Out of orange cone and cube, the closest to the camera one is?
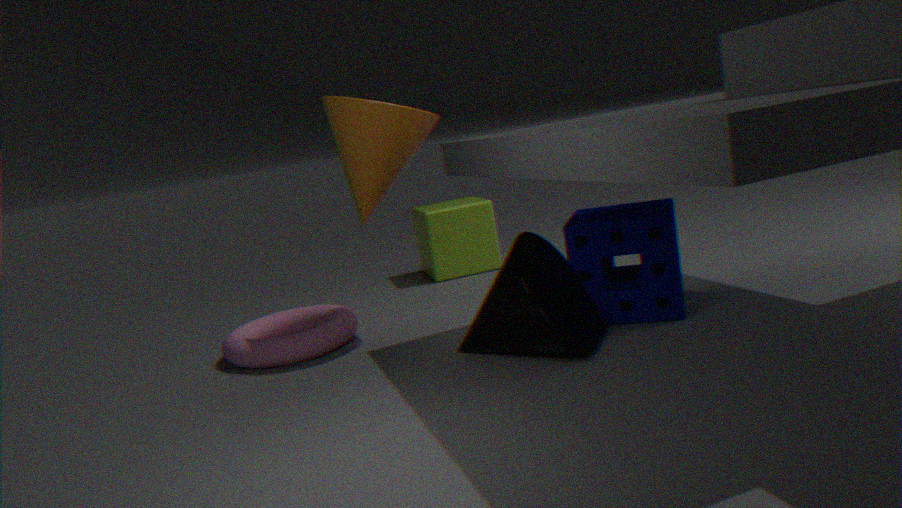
orange cone
